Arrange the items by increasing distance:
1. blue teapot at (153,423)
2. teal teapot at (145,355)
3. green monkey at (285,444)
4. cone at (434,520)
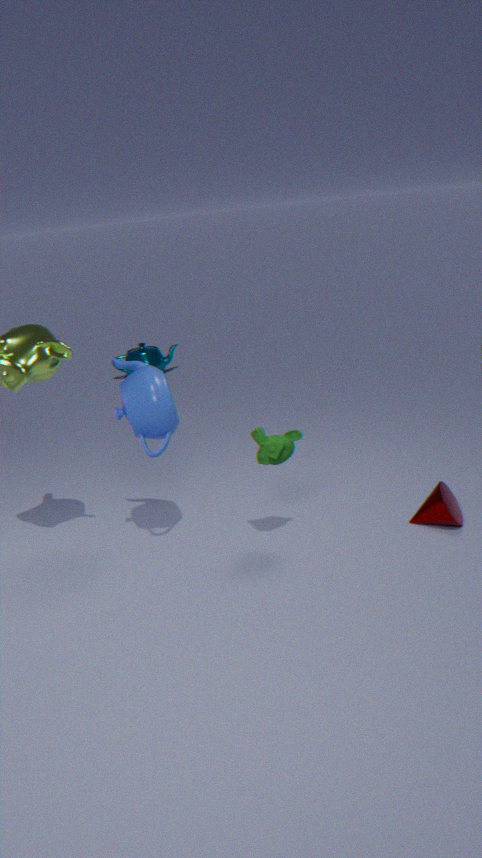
green monkey at (285,444)
blue teapot at (153,423)
cone at (434,520)
teal teapot at (145,355)
